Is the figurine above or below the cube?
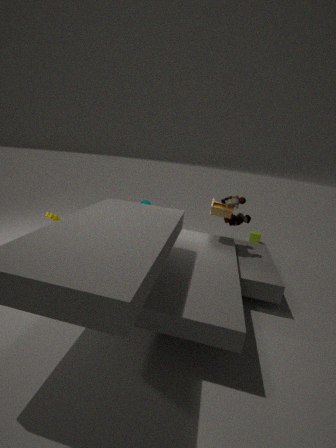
above
